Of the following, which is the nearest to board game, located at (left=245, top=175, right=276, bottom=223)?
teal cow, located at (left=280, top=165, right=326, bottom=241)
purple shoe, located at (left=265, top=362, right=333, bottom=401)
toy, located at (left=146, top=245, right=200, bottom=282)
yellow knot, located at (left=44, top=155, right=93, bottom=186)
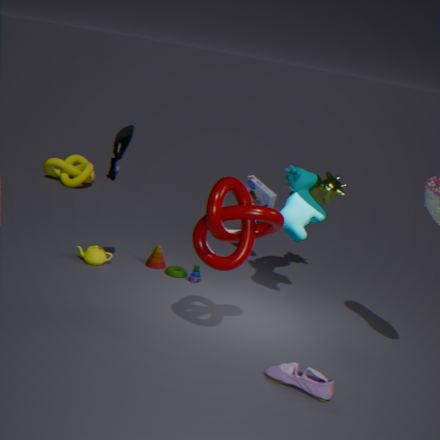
teal cow, located at (left=280, top=165, right=326, bottom=241)
